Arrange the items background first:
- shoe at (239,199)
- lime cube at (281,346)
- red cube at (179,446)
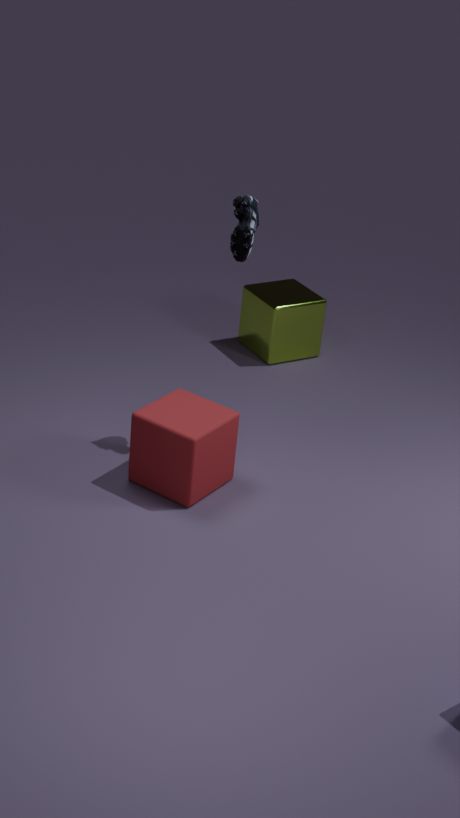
lime cube at (281,346), shoe at (239,199), red cube at (179,446)
